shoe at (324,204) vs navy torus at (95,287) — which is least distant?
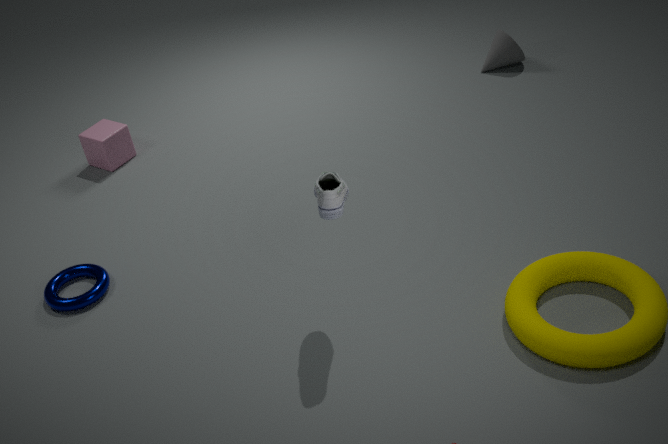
shoe at (324,204)
